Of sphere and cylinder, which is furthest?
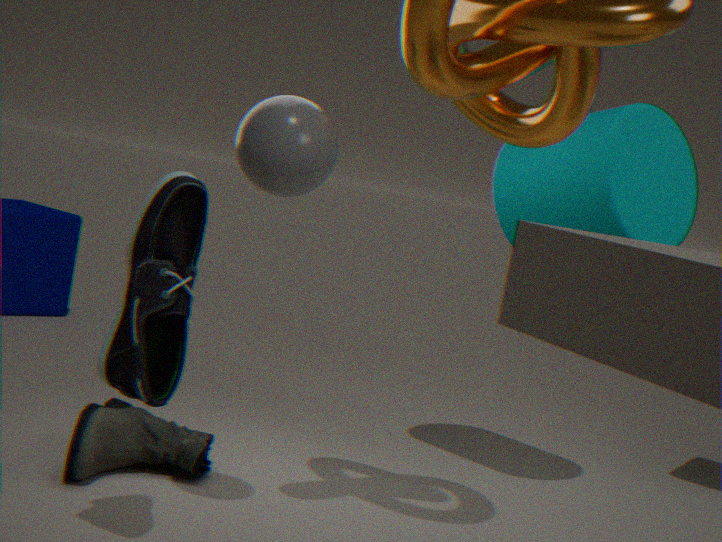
cylinder
